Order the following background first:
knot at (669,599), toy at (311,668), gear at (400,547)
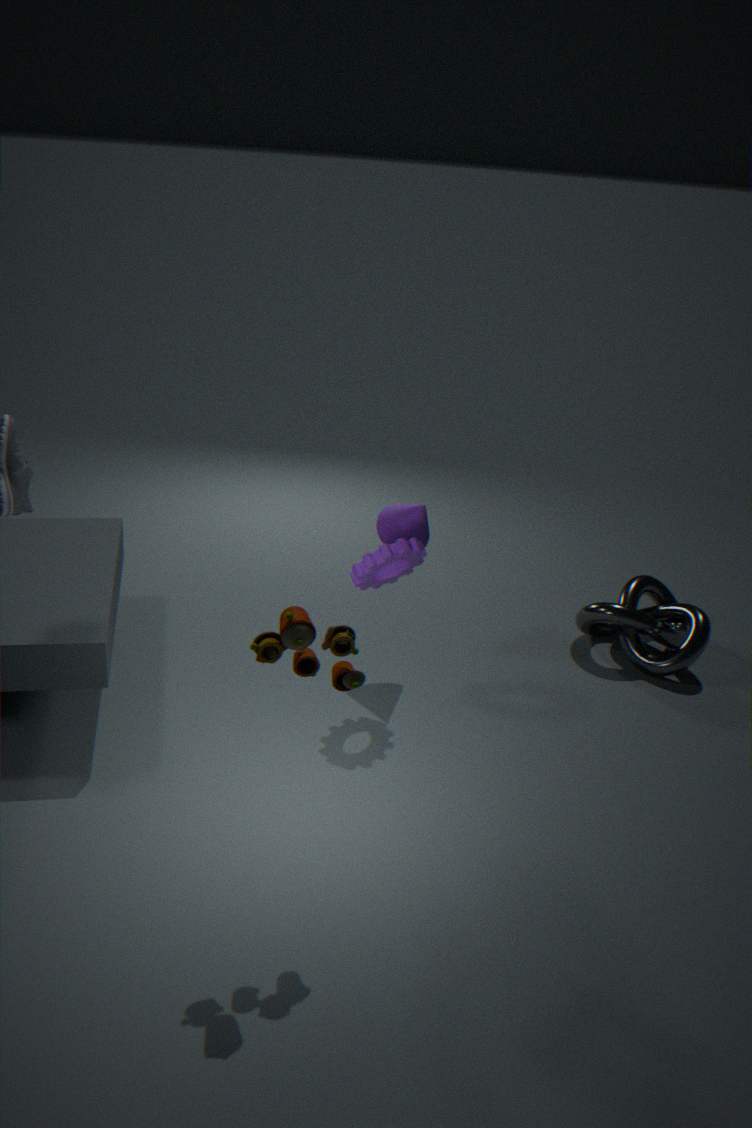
knot at (669,599) → gear at (400,547) → toy at (311,668)
